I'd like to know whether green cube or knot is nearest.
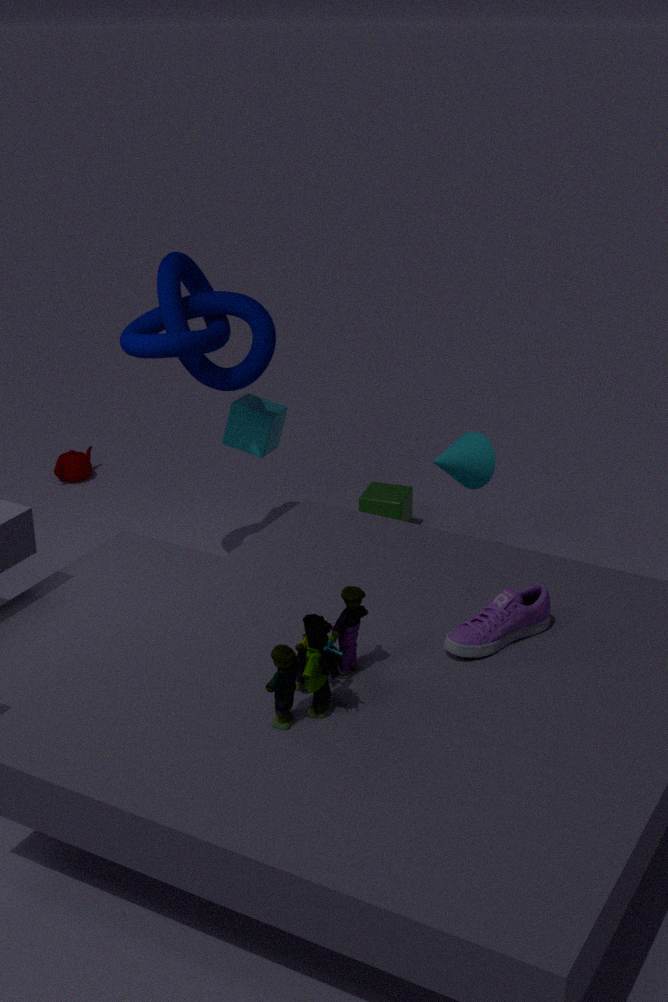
knot
